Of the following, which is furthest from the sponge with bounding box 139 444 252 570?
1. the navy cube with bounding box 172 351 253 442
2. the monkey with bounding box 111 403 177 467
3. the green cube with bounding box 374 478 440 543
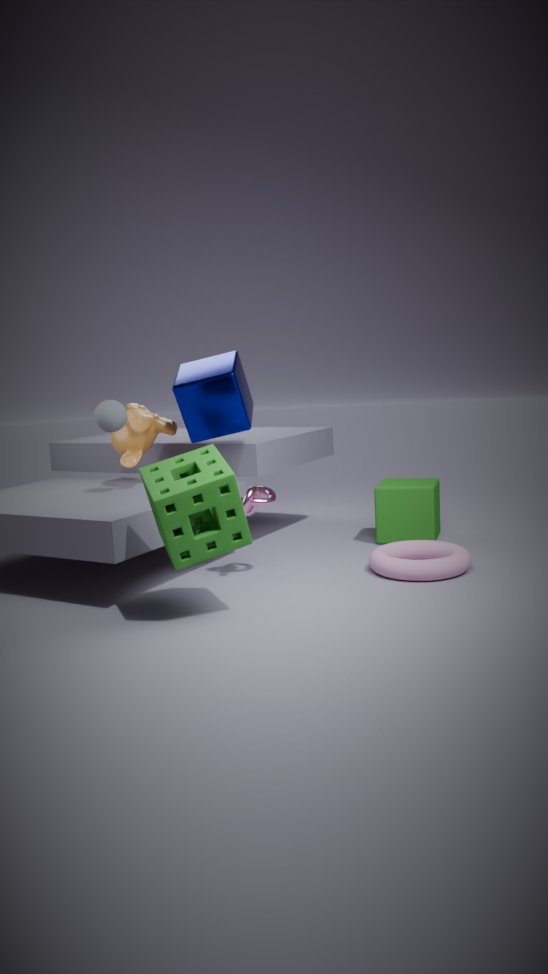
the green cube with bounding box 374 478 440 543
